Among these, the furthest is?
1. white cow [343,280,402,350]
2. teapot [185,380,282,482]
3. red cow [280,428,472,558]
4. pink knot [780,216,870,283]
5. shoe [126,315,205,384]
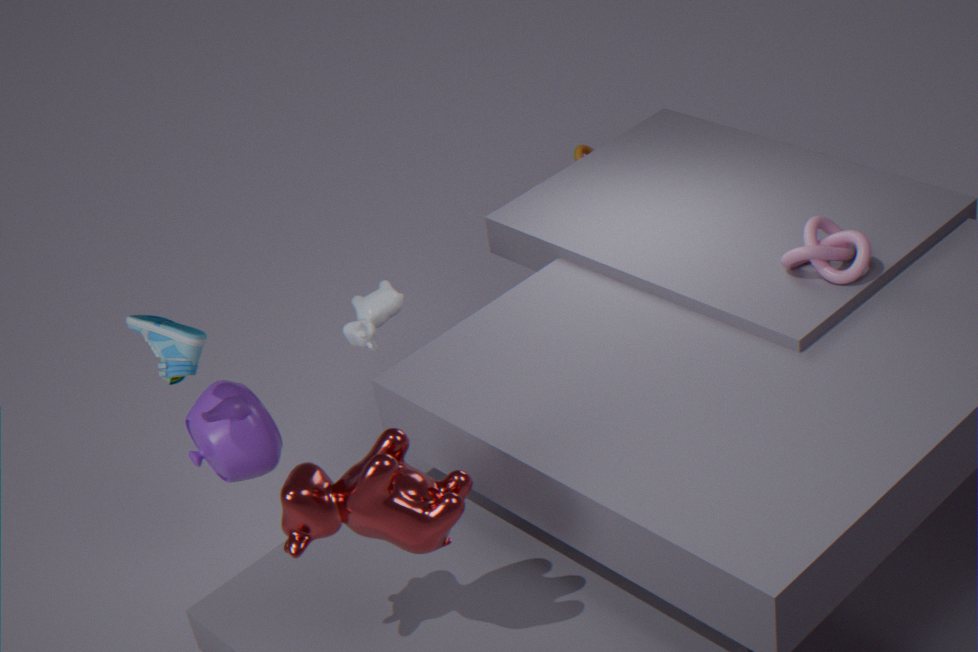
white cow [343,280,402,350]
